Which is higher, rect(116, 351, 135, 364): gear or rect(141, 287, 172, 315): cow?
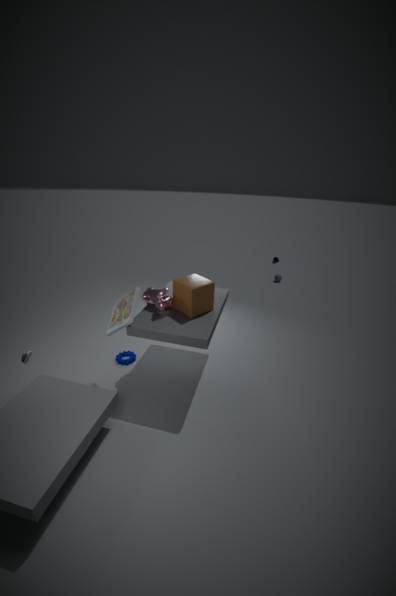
rect(141, 287, 172, 315): cow
